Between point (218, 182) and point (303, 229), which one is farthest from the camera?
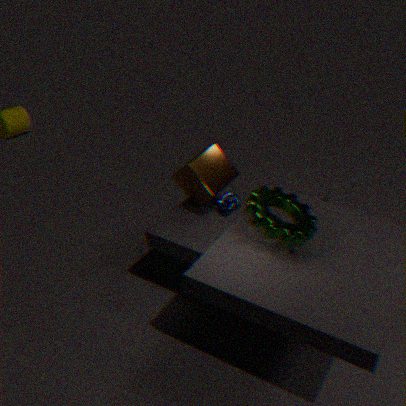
point (218, 182)
